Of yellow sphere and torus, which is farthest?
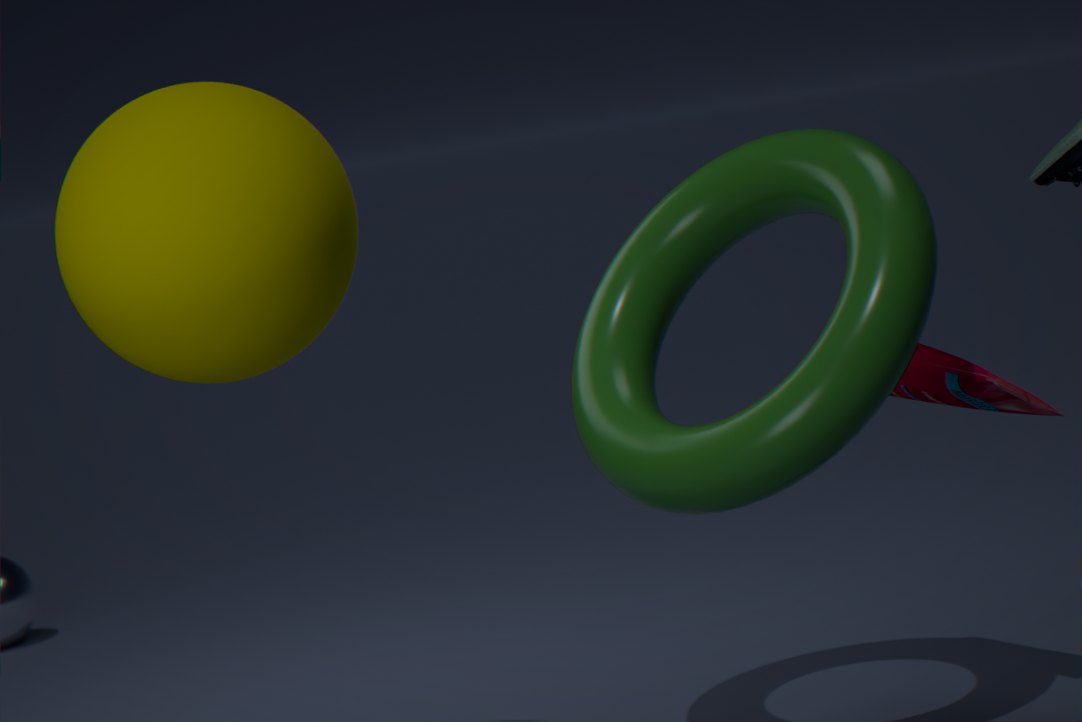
torus
